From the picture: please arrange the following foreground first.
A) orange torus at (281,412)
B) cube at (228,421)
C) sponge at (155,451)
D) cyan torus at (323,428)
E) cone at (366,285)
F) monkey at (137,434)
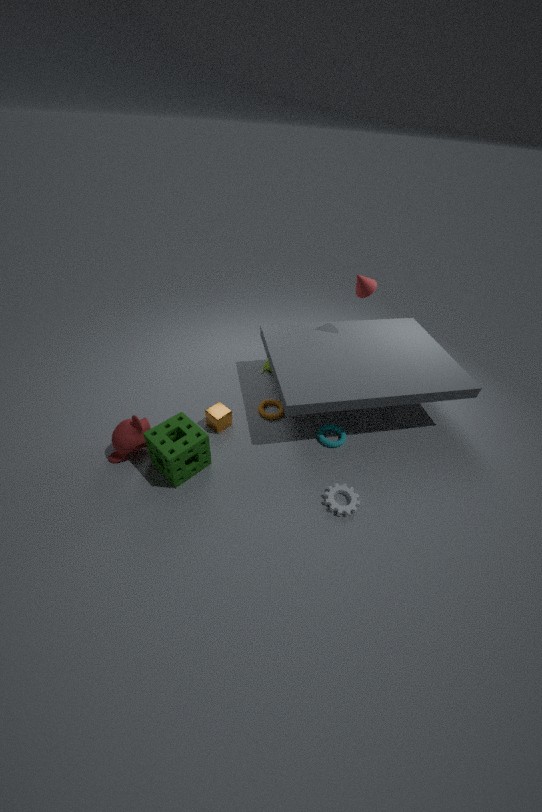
sponge at (155,451) < monkey at (137,434) < cube at (228,421) < cyan torus at (323,428) < cone at (366,285) < orange torus at (281,412)
